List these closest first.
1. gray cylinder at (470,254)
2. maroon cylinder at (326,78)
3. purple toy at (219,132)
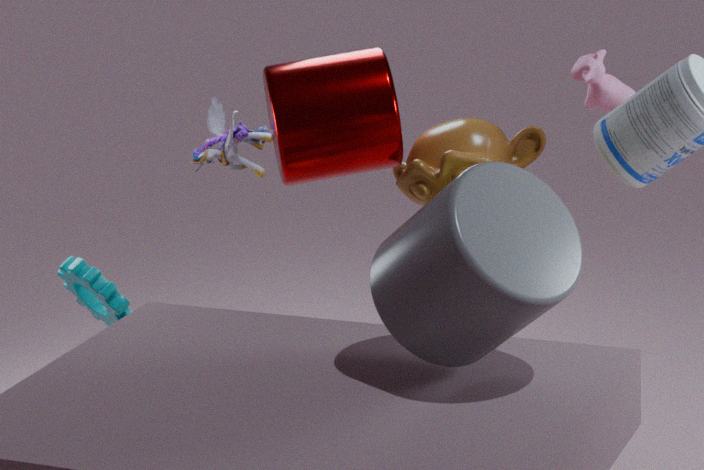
gray cylinder at (470,254), maroon cylinder at (326,78), purple toy at (219,132)
